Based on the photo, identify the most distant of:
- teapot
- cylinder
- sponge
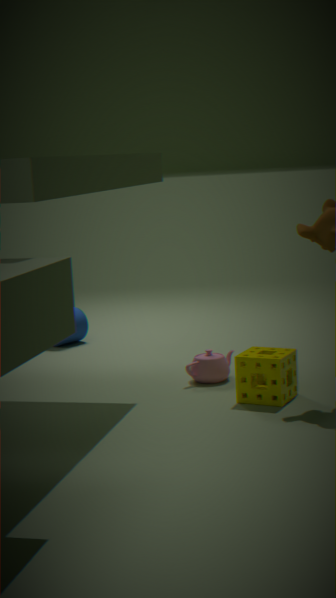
cylinder
